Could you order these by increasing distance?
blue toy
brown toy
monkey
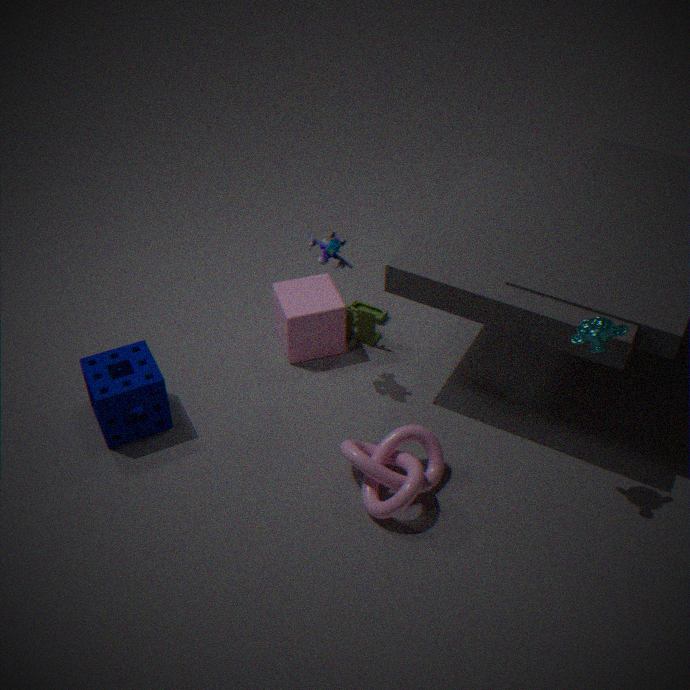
1. monkey
2. blue toy
3. brown toy
